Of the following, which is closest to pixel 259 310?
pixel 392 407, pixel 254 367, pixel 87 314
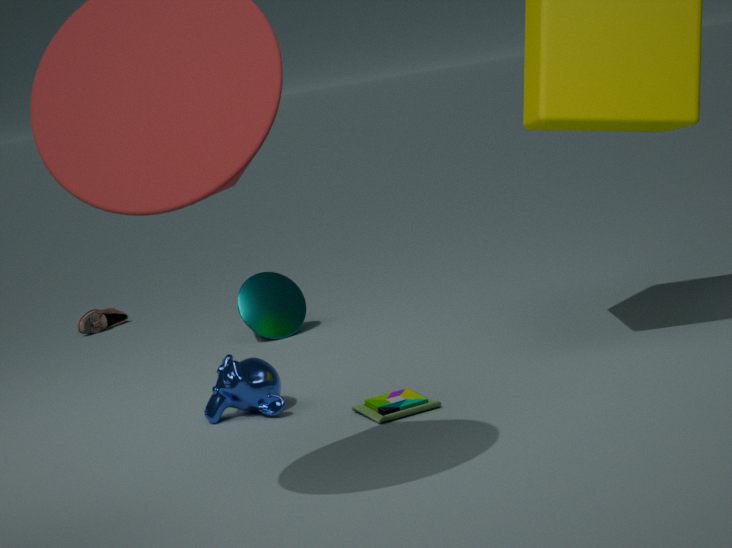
pixel 87 314
